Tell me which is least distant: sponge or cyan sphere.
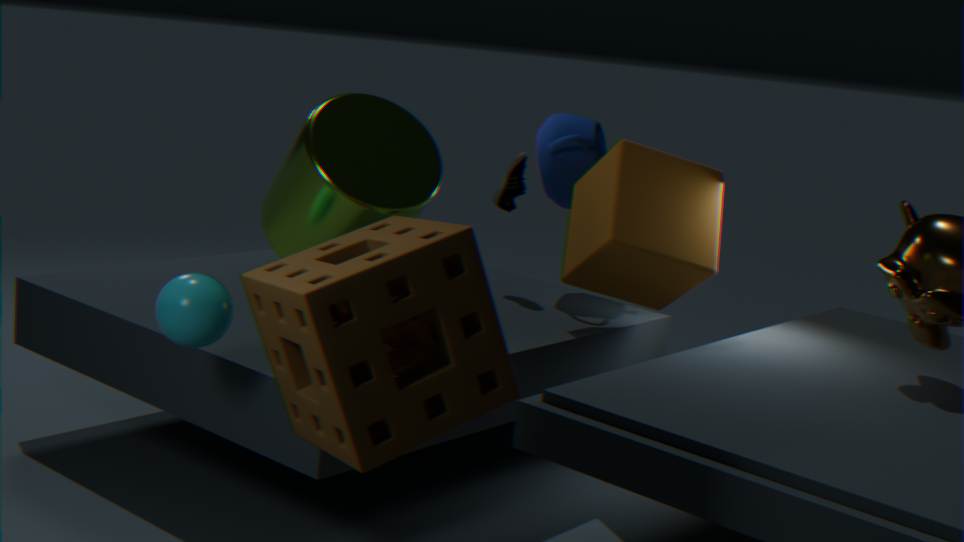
sponge
